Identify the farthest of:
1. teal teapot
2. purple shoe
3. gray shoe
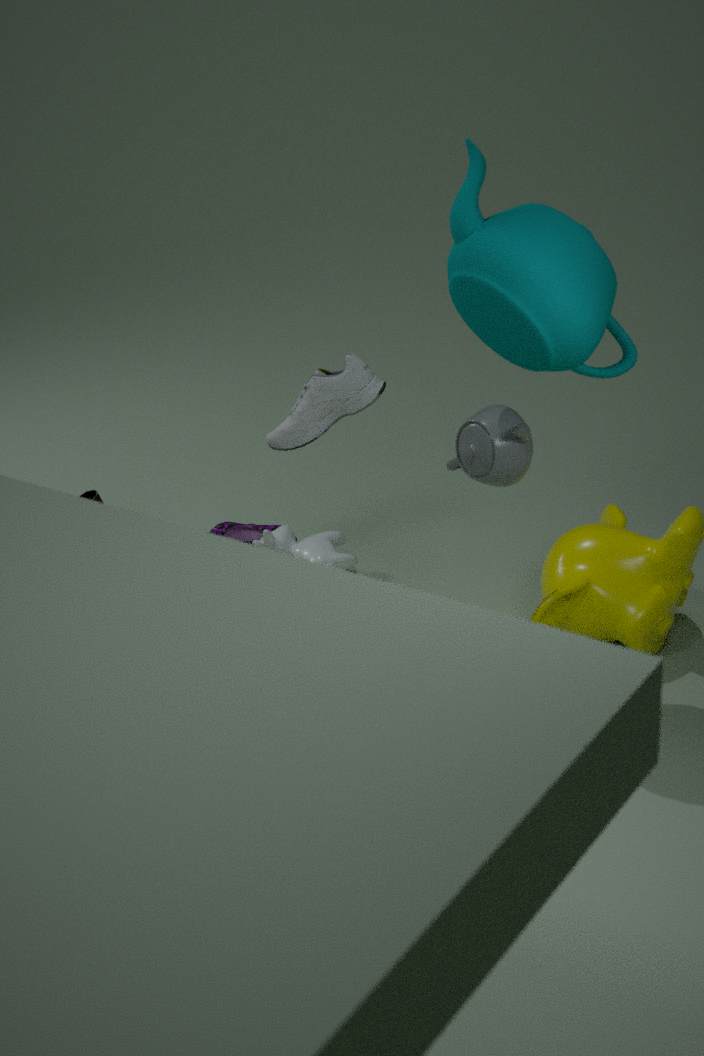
purple shoe
